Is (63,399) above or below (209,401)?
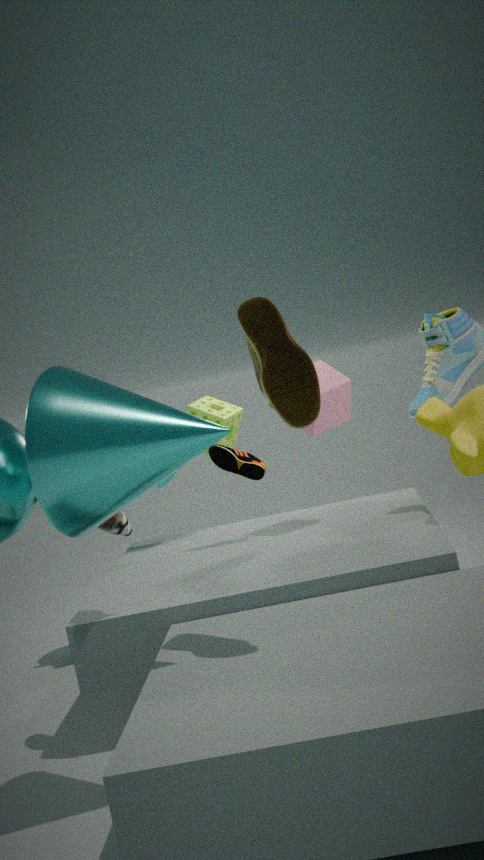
above
